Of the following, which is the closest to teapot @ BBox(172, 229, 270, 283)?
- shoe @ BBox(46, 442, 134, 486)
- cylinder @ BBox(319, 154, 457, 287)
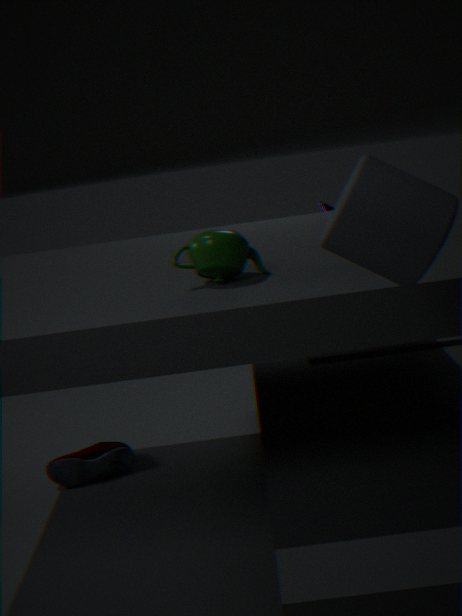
cylinder @ BBox(319, 154, 457, 287)
